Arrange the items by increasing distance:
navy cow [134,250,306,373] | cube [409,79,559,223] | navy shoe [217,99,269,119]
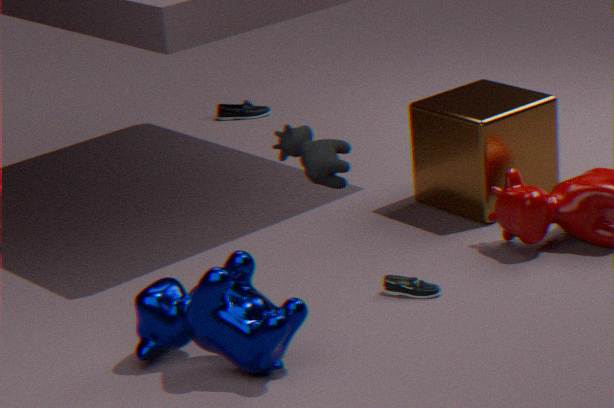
navy cow [134,250,306,373]
cube [409,79,559,223]
navy shoe [217,99,269,119]
